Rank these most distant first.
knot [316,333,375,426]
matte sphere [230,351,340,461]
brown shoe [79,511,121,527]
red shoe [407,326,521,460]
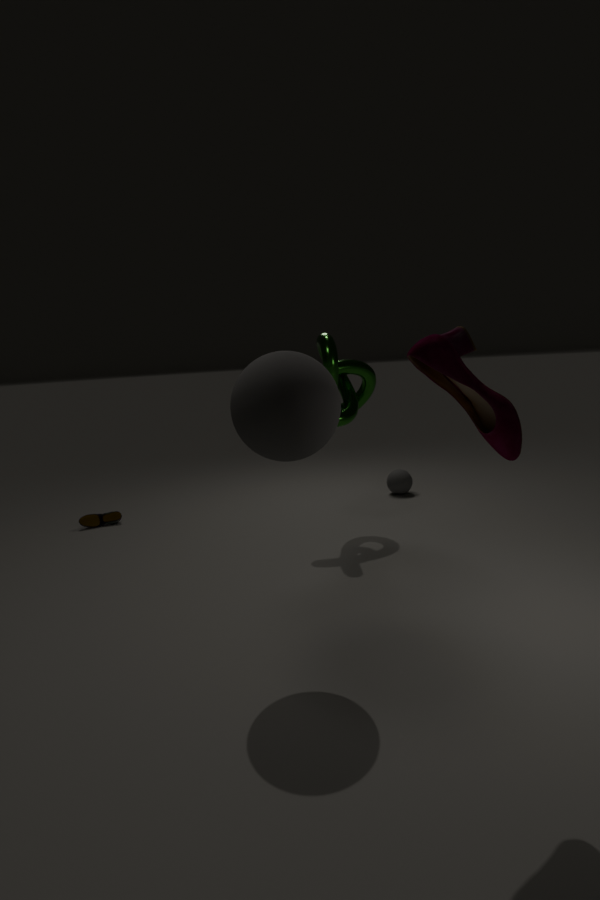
brown shoe [79,511,121,527] < knot [316,333,375,426] < matte sphere [230,351,340,461] < red shoe [407,326,521,460]
